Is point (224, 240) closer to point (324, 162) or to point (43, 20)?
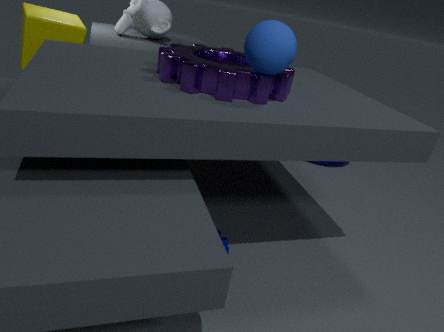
point (324, 162)
